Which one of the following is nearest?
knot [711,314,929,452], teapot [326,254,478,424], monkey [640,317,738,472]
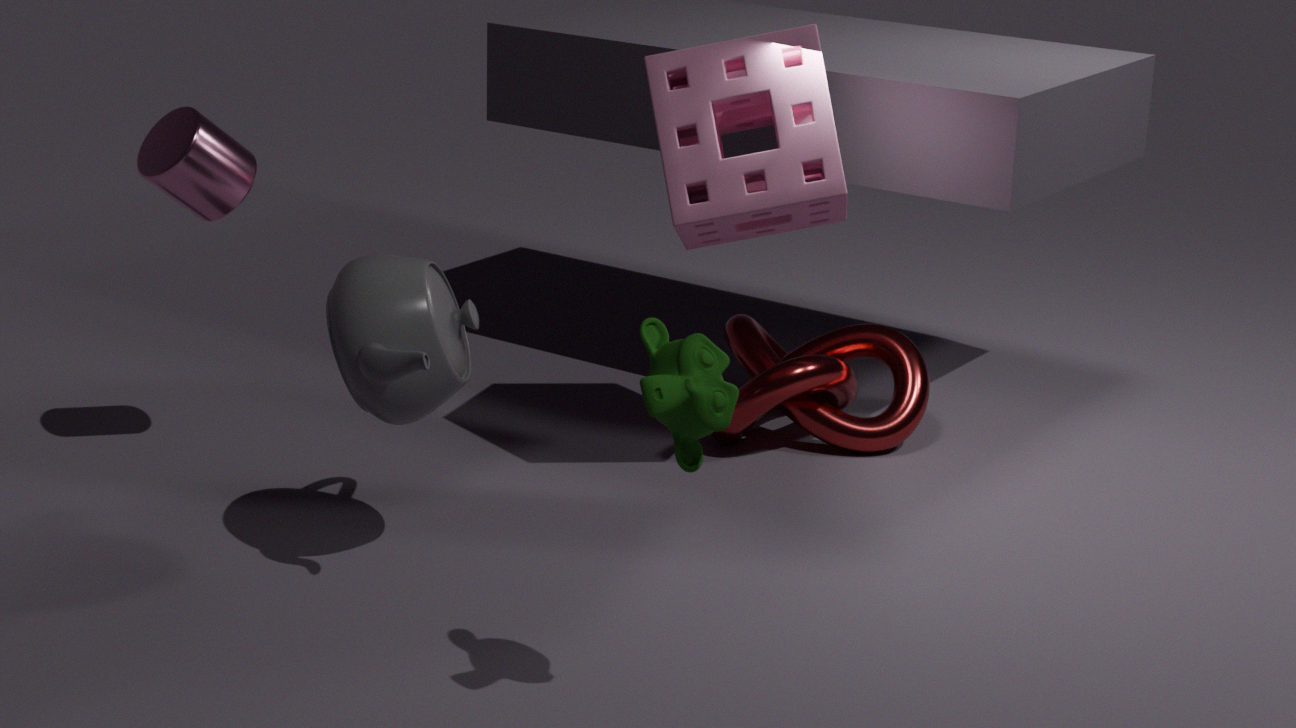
monkey [640,317,738,472]
